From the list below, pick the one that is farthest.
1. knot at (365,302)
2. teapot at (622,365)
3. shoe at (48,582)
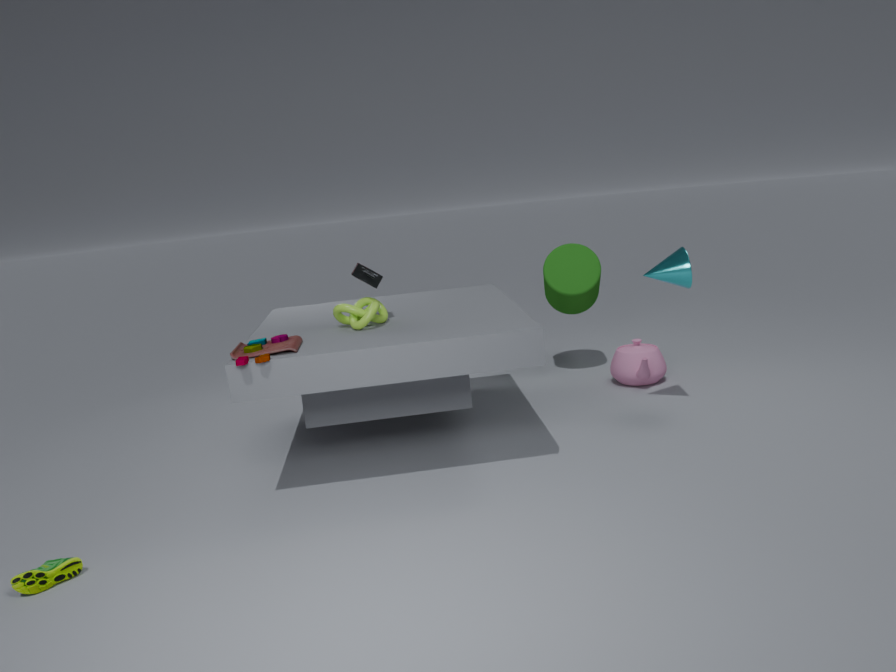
teapot at (622,365)
